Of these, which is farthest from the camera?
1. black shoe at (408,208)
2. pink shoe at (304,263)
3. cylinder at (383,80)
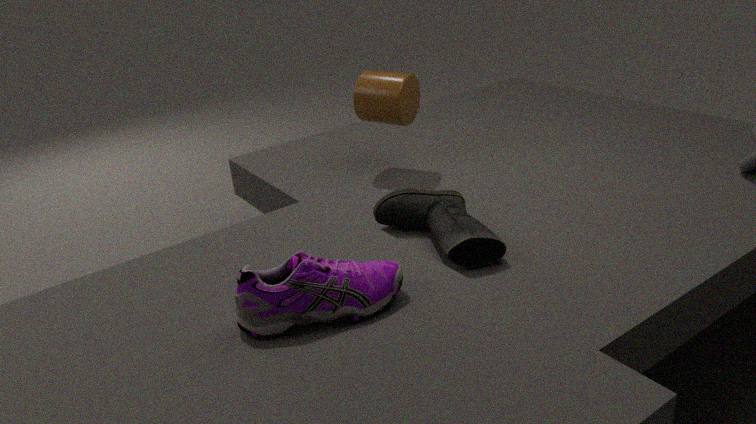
cylinder at (383,80)
